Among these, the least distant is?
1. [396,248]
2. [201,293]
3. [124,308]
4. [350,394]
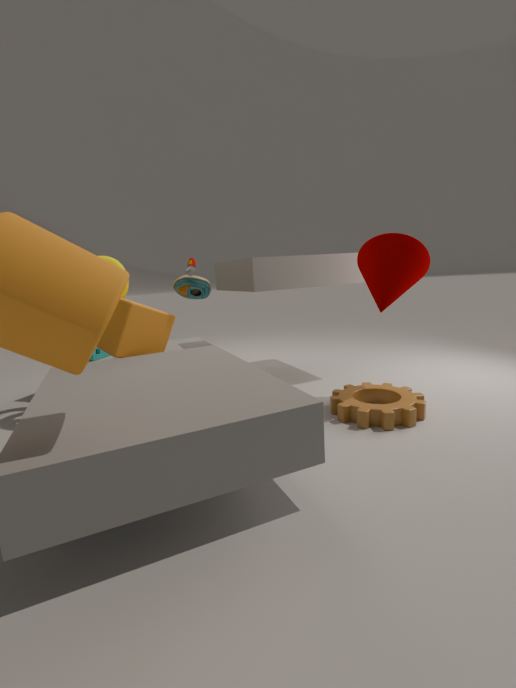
[396,248]
